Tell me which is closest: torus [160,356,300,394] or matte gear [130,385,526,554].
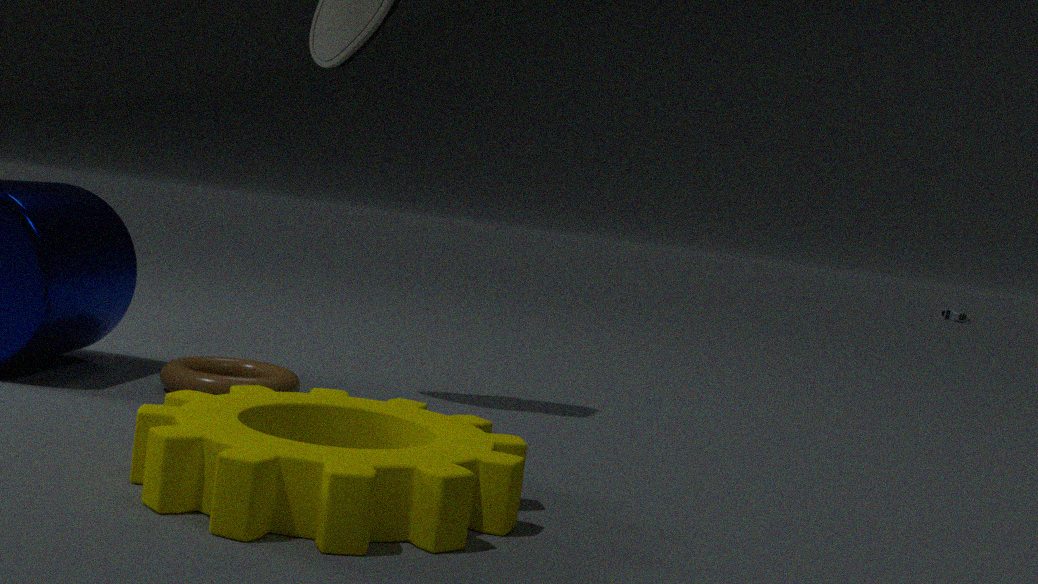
matte gear [130,385,526,554]
